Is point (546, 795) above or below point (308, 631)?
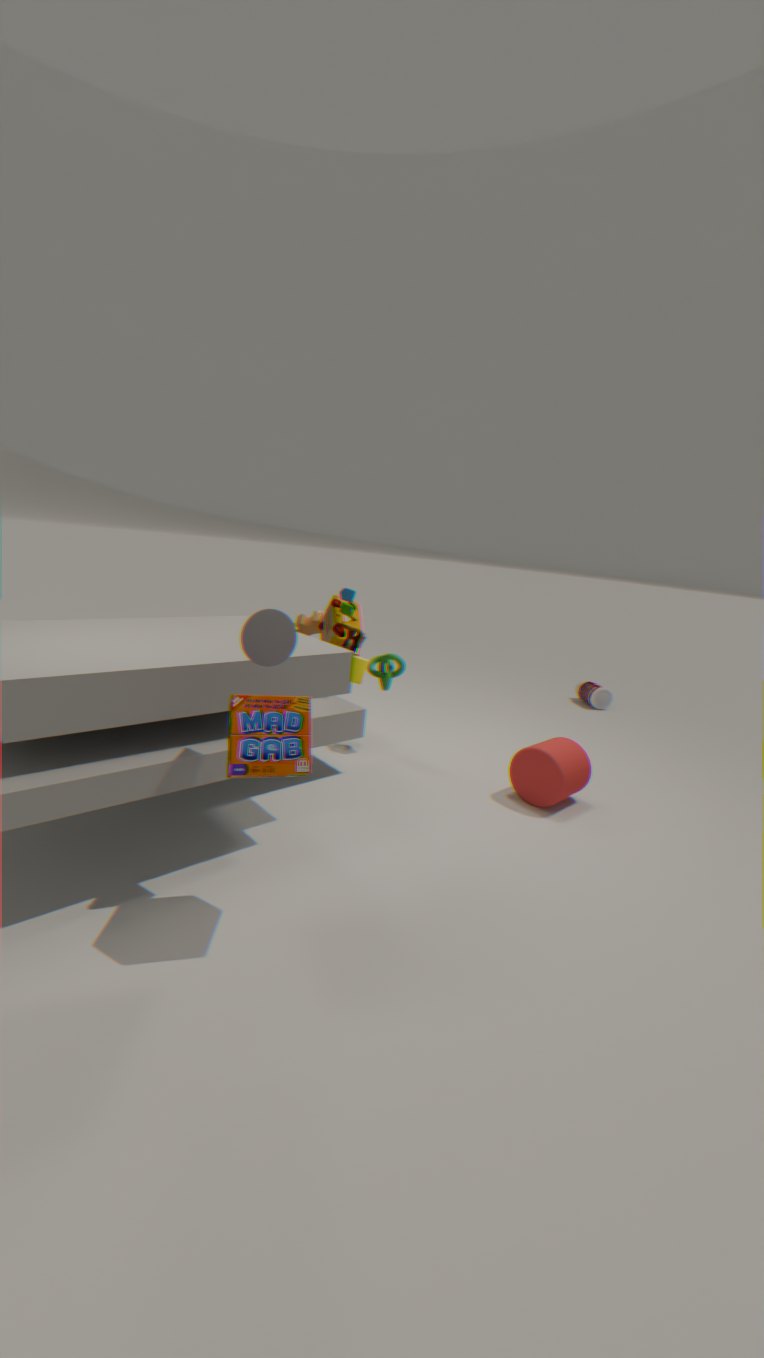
below
